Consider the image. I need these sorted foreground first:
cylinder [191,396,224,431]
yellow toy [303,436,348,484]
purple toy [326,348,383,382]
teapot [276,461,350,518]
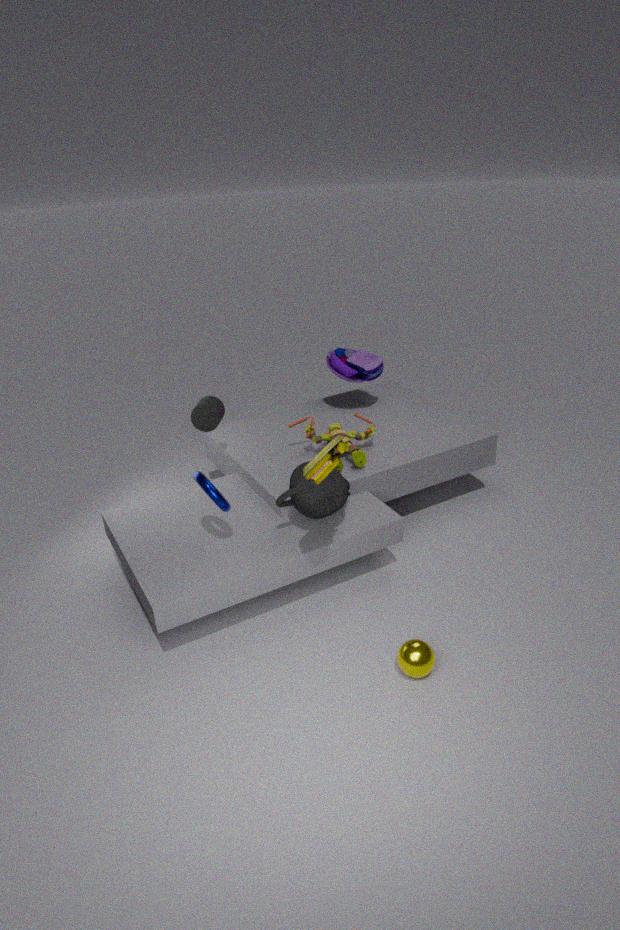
1. yellow toy [303,436,348,484]
2. teapot [276,461,350,518]
3. cylinder [191,396,224,431]
4. purple toy [326,348,383,382]
